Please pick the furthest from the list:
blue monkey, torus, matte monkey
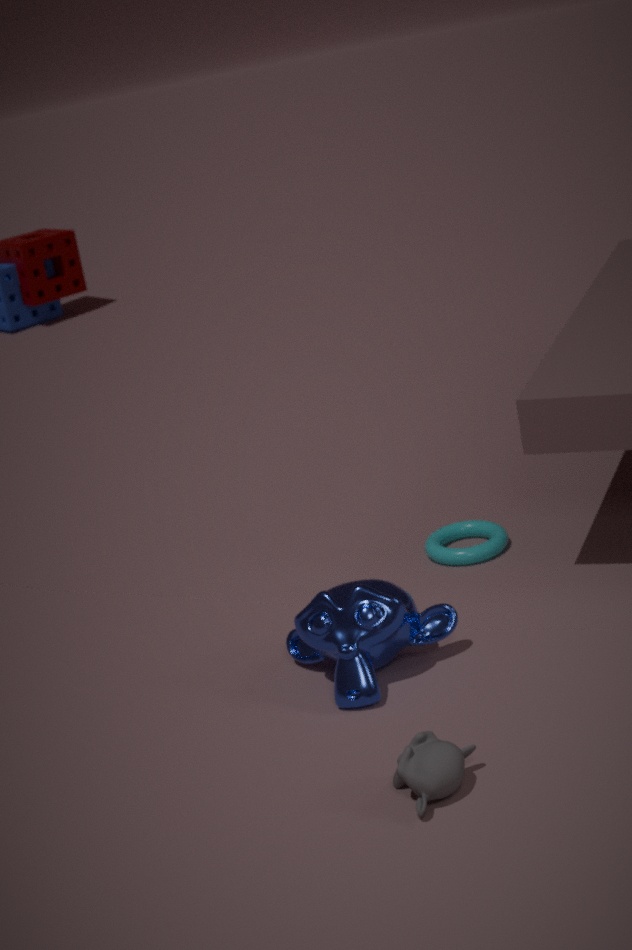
torus
